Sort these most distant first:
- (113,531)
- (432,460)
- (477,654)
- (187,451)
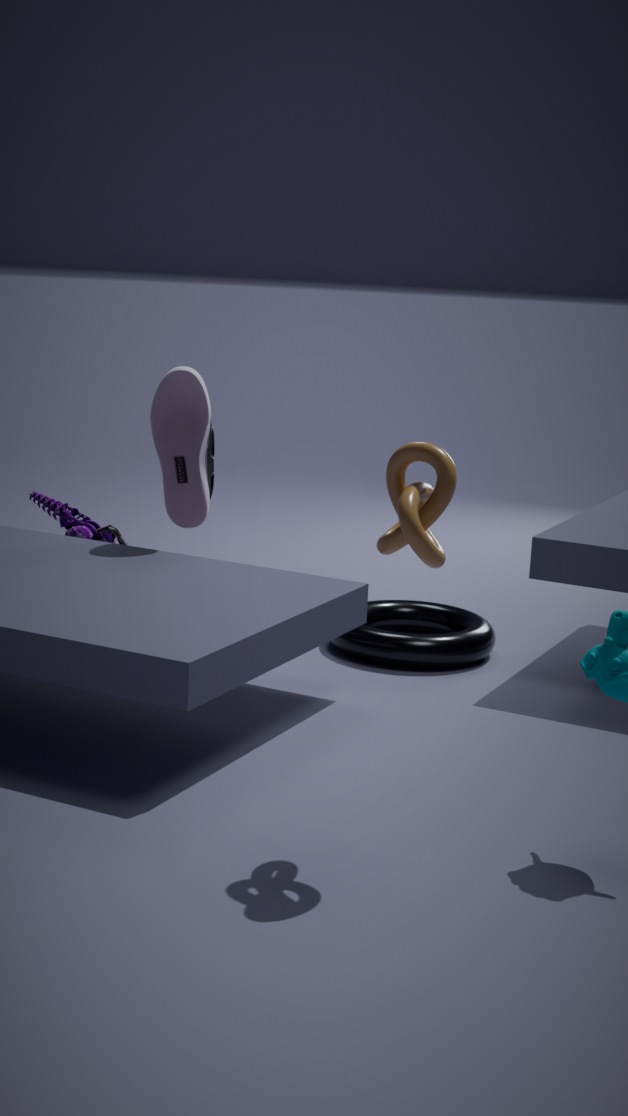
(113,531)
(187,451)
(477,654)
(432,460)
